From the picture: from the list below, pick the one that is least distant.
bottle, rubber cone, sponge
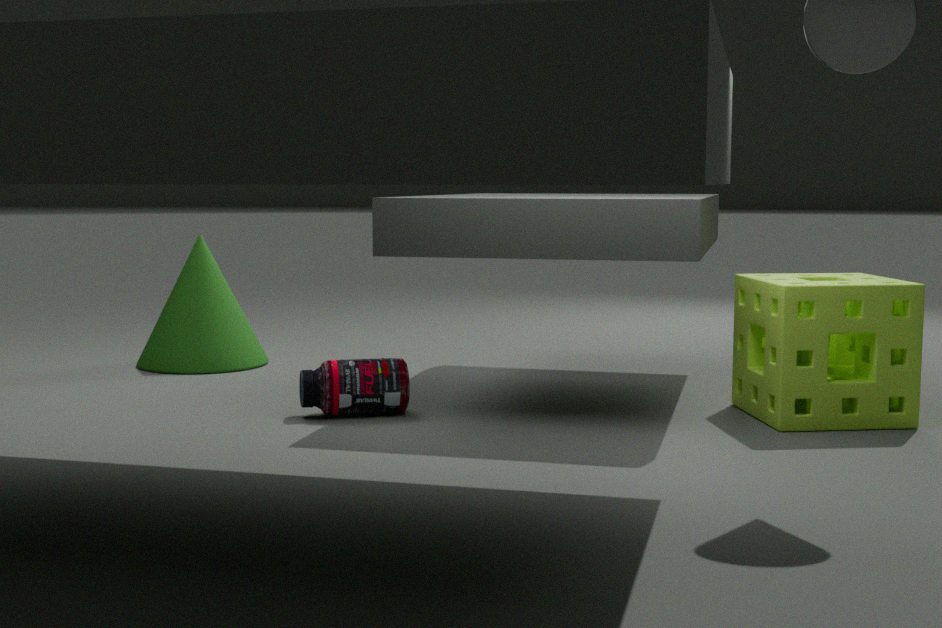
sponge
